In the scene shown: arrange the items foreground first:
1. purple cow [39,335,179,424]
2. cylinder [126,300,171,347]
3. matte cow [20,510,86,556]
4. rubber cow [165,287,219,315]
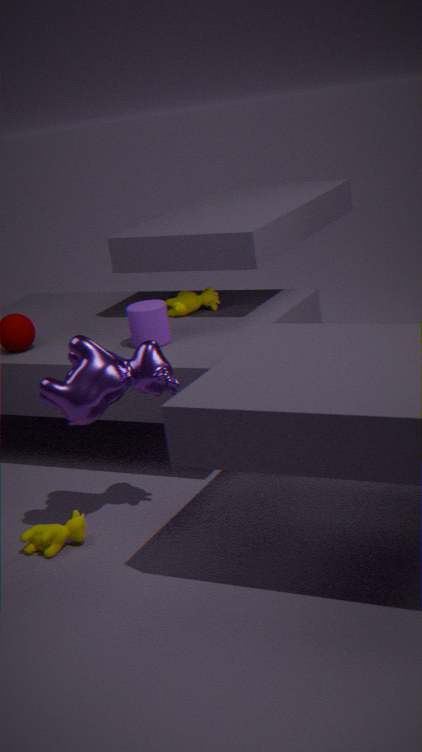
purple cow [39,335,179,424] < matte cow [20,510,86,556] < cylinder [126,300,171,347] < rubber cow [165,287,219,315]
